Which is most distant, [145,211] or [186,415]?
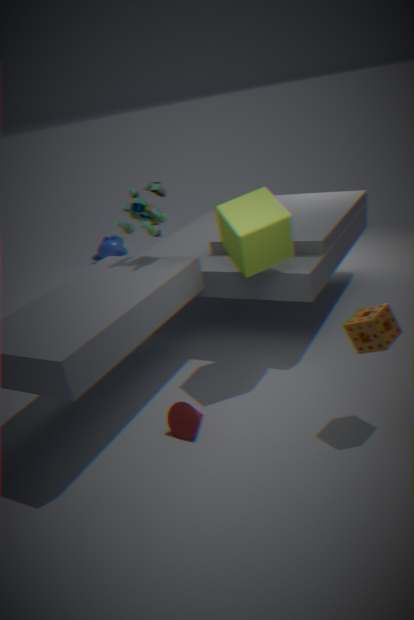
[145,211]
